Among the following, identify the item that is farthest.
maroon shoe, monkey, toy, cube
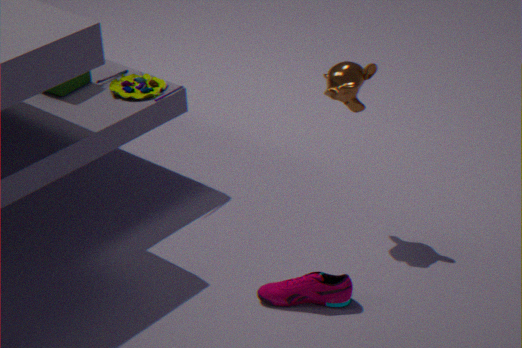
cube
